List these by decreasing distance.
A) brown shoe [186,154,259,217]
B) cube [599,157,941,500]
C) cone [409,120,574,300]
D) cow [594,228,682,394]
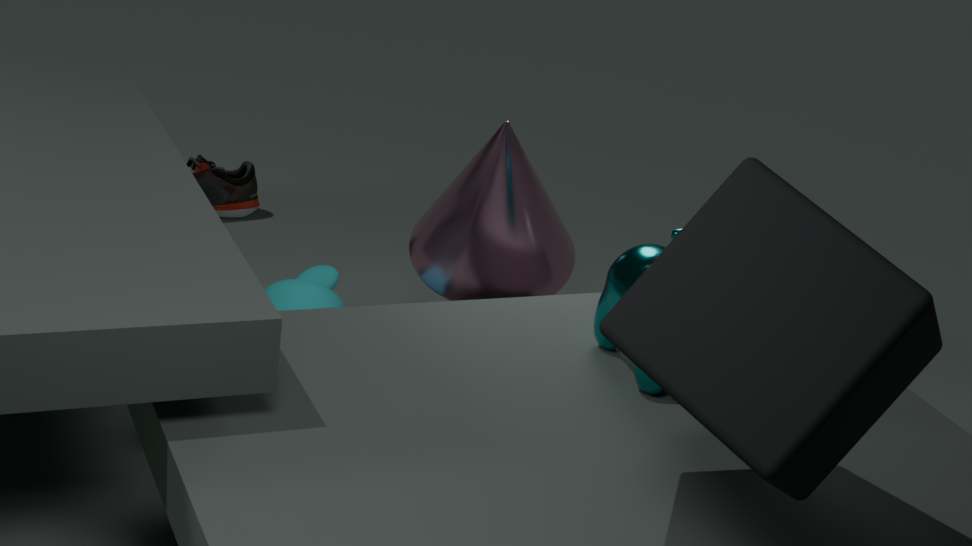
brown shoe [186,154,259,217] < cone [409,120,574,300] < cow [594,228,682,394] < cube [599,157,941,500]
